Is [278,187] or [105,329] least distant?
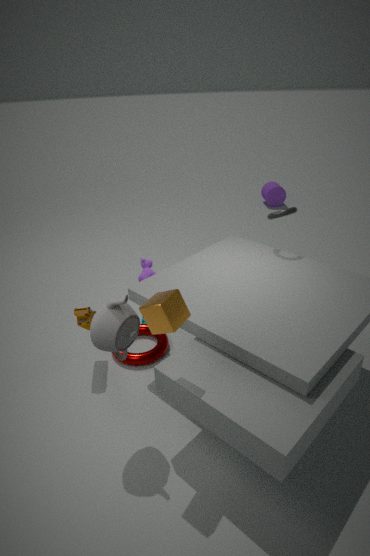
[105,329]
